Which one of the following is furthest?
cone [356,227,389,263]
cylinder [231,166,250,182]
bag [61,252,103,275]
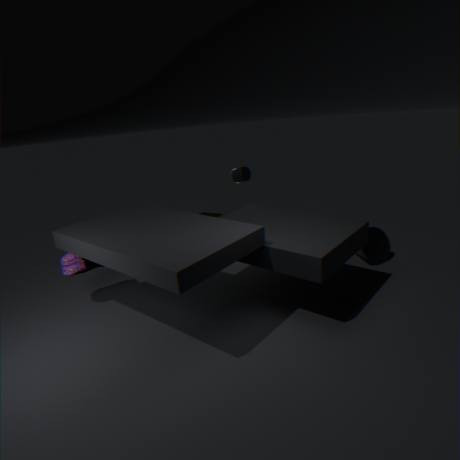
cylinder [231,166,250,182]
